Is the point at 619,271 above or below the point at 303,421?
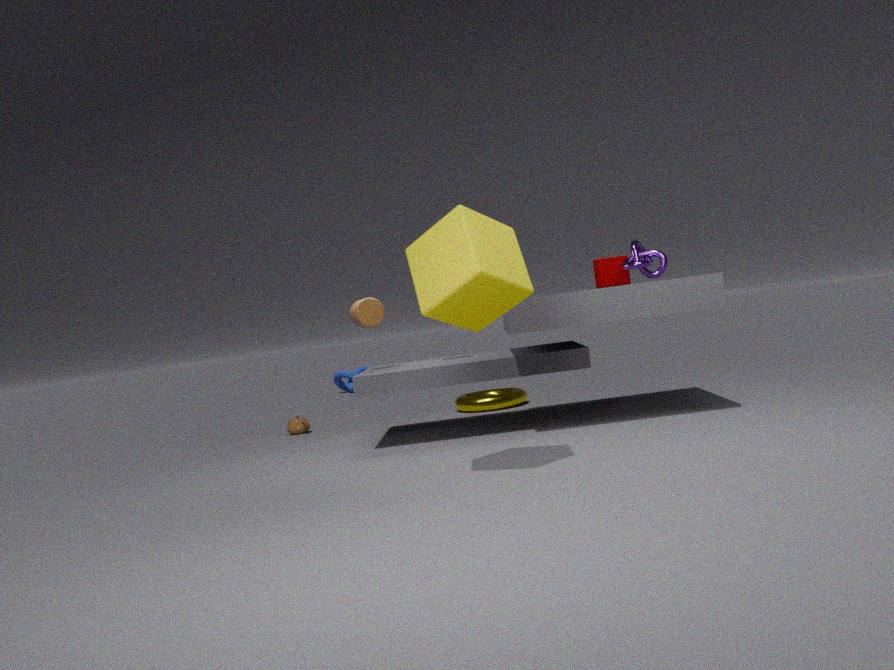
above
